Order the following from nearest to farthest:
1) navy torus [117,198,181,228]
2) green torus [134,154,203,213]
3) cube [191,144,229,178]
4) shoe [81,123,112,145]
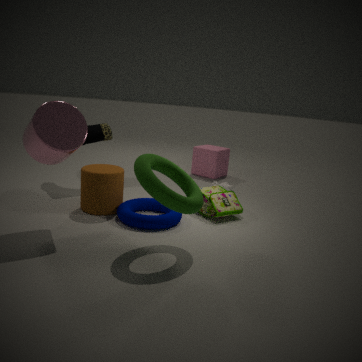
2. green torus [134,154,203,213] < 1. navy torus [117,198,181,228] < 4. shoe [81,123,112,145] < 3. cube [191,144,229,178]
